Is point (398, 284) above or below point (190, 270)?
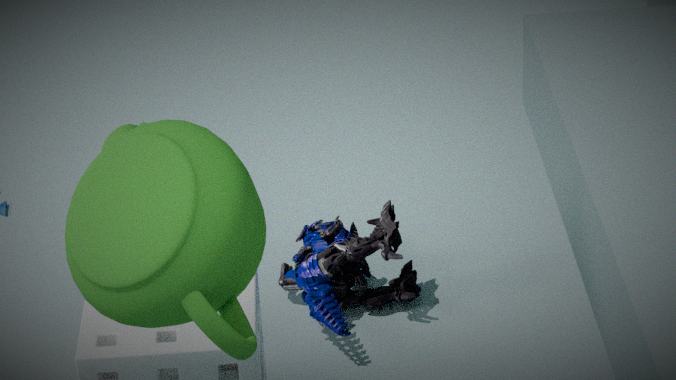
below
